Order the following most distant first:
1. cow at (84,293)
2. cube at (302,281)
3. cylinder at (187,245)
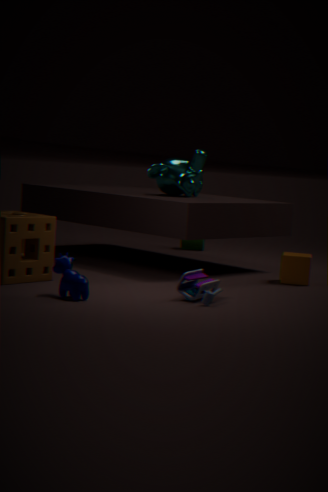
cylinder at (187,245) → cube at (302,281) → cow at (84,293)
